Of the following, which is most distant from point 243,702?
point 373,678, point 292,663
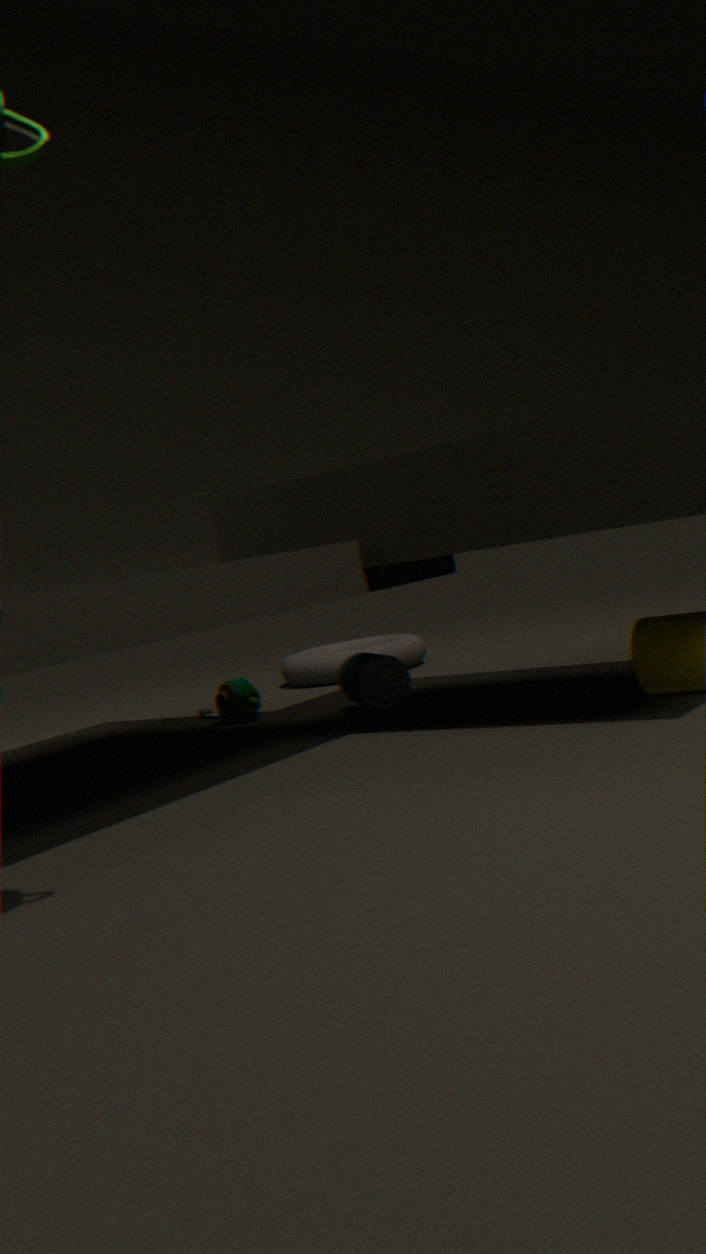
point 292,663
